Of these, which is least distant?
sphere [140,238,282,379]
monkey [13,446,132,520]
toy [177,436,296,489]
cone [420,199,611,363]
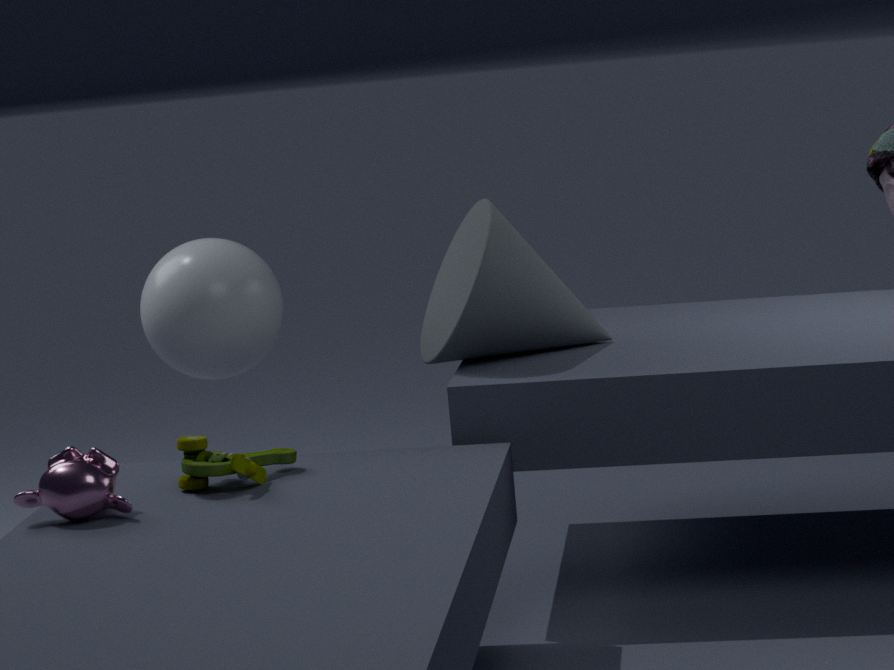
monkey [13,446,132,520]
